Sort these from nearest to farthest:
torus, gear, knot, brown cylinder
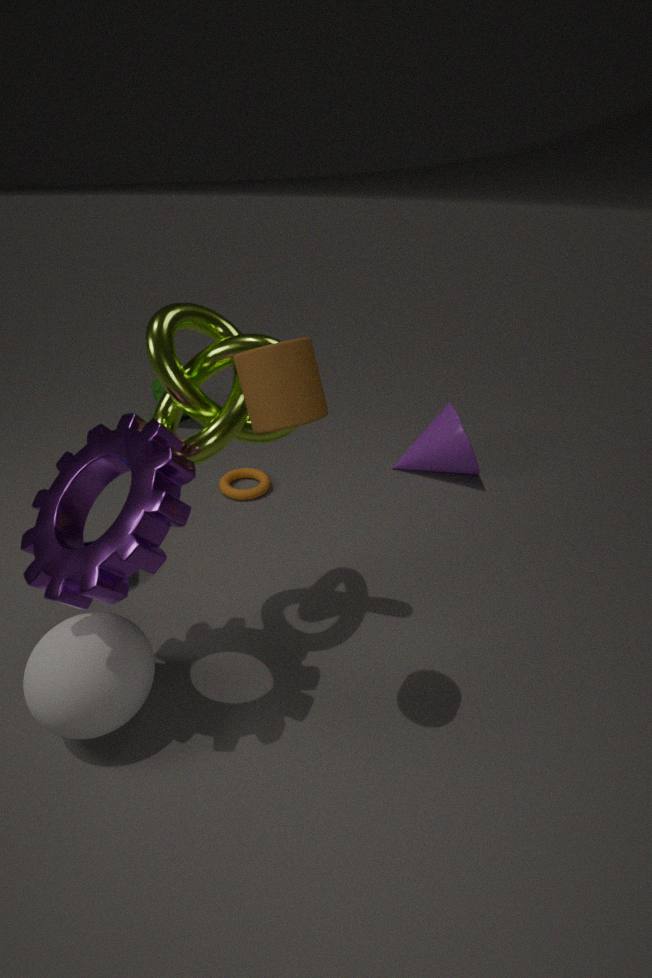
brown cylinder < gear < knot < torus
